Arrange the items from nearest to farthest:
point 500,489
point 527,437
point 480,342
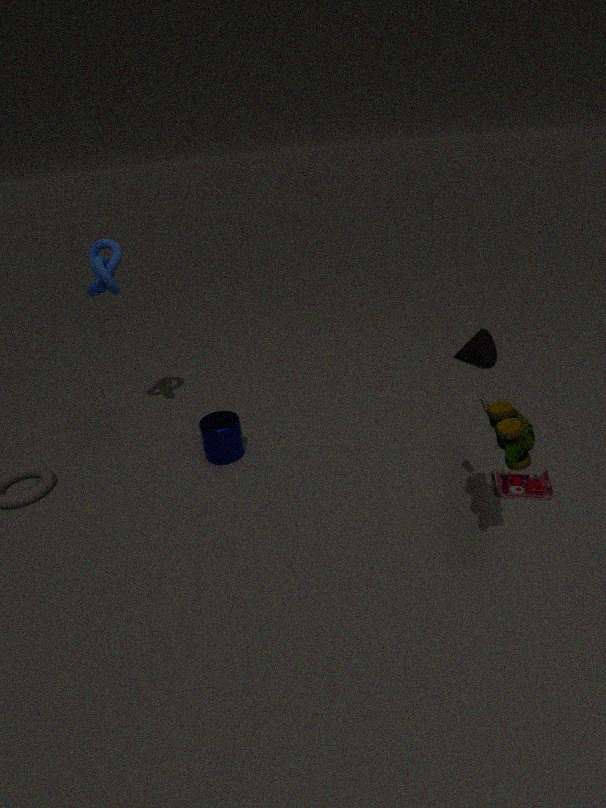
point 527,437 < point 500,489 < point 480,342
